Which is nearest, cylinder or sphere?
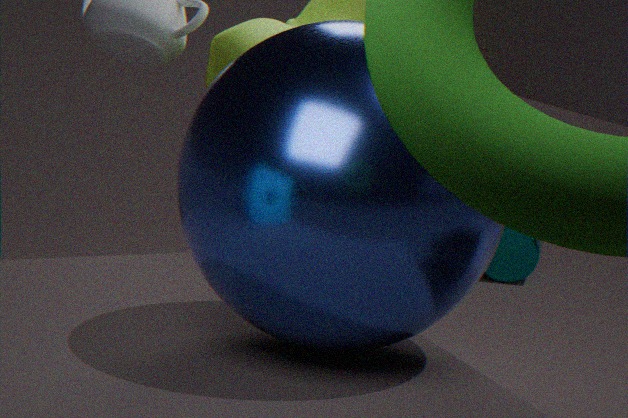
sphere
